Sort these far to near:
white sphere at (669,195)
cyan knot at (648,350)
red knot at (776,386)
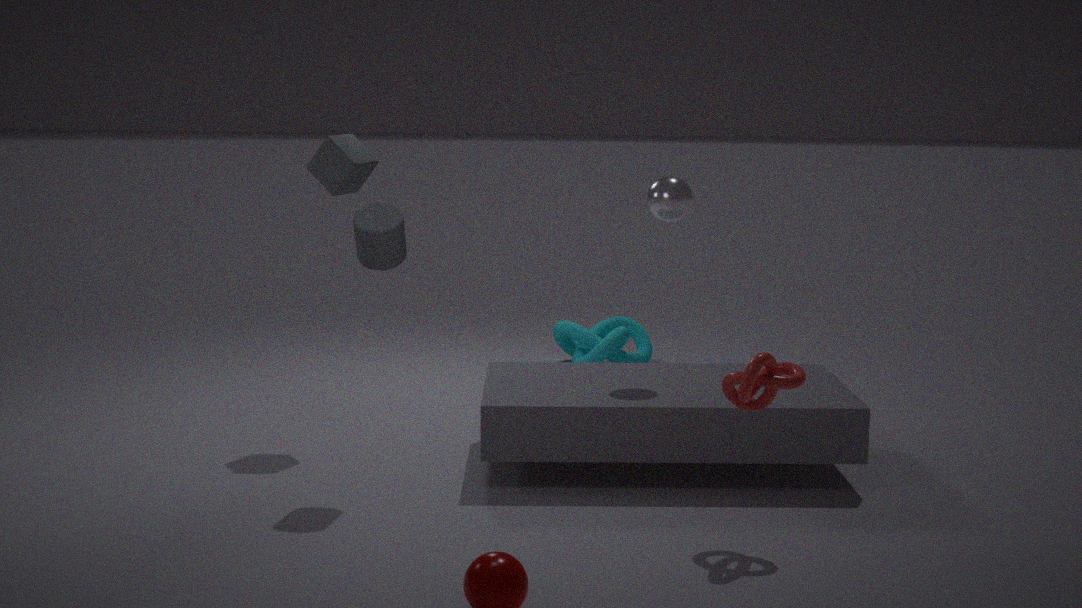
cyan knot at (648,350), white sphere at (669,195), red knot at (776,386)
